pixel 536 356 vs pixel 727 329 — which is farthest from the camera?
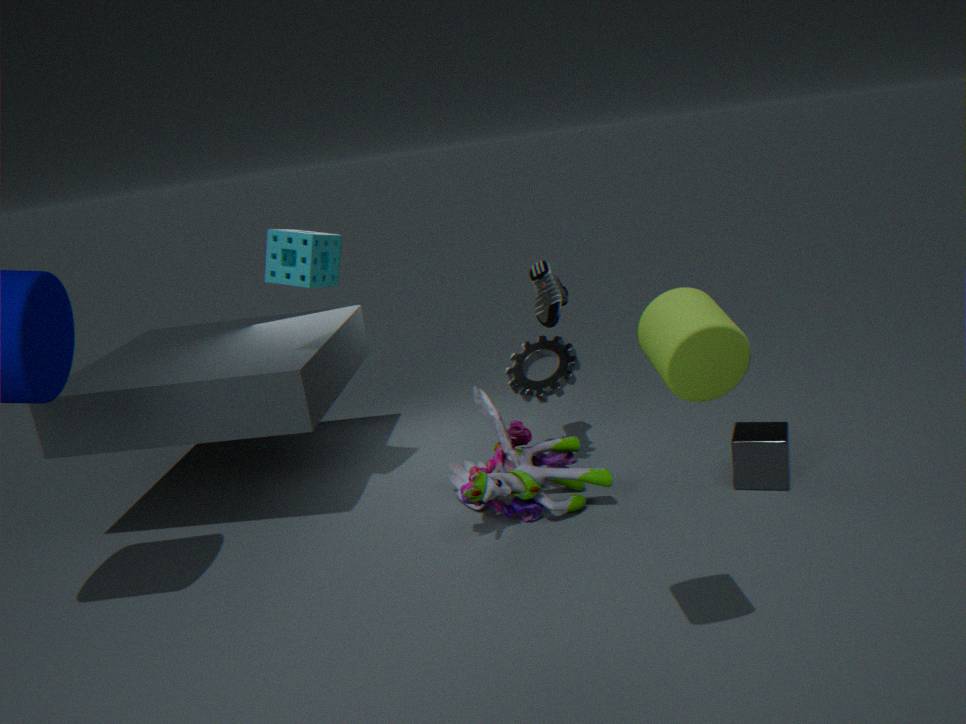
pixel 536 356
